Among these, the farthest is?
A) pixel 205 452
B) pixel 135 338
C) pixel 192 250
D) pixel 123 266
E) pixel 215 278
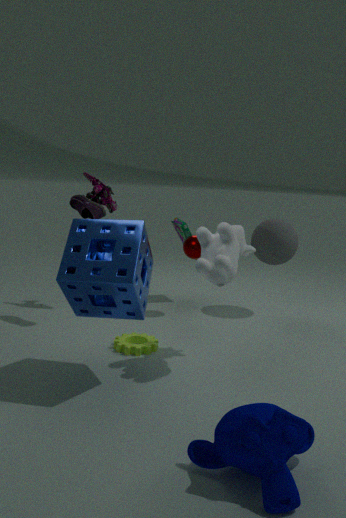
pixel 192 250
